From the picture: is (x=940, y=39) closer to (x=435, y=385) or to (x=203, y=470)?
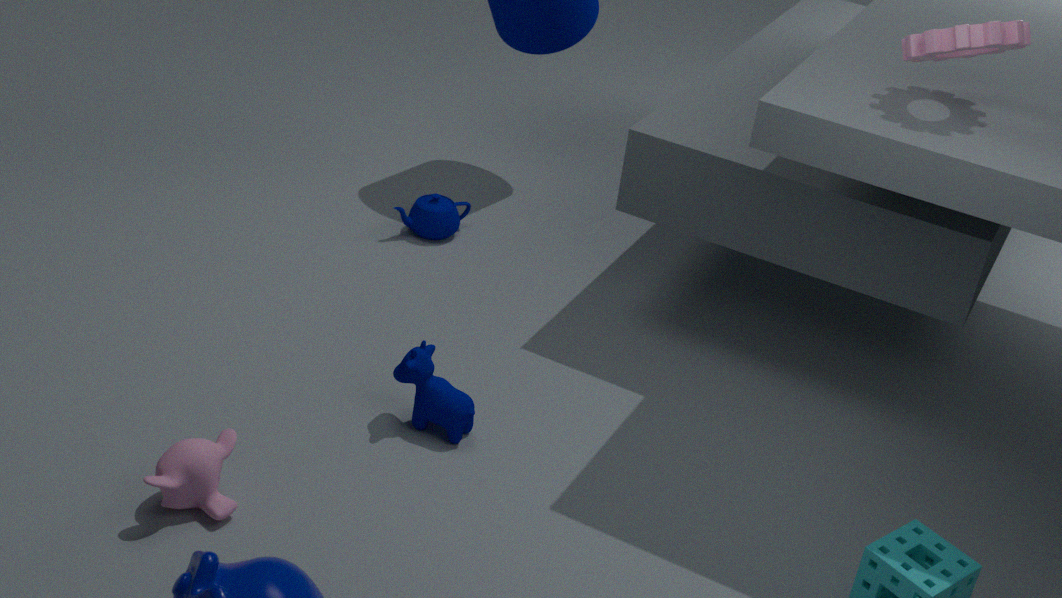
(x=435, y=385)
